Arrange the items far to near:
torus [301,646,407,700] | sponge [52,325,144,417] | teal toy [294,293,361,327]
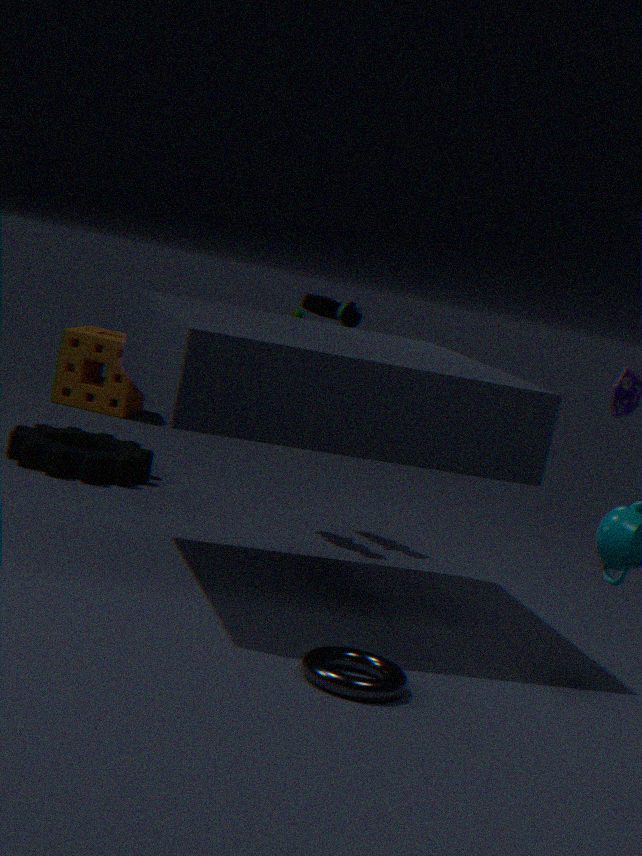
1. sponge [52,325,144,417]
2. teal toy [294,293,361,327]
3. torus [301,646,407,700]
